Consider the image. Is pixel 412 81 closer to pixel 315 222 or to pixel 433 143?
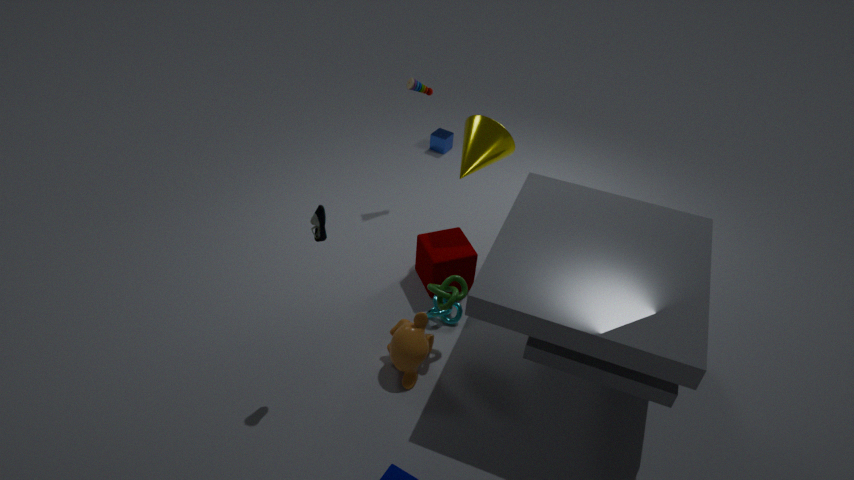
pixel 433 143
